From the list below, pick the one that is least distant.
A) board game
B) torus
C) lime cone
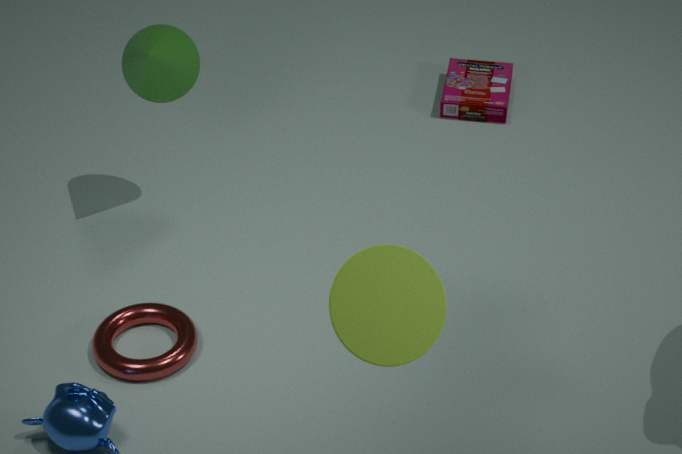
lime cone
